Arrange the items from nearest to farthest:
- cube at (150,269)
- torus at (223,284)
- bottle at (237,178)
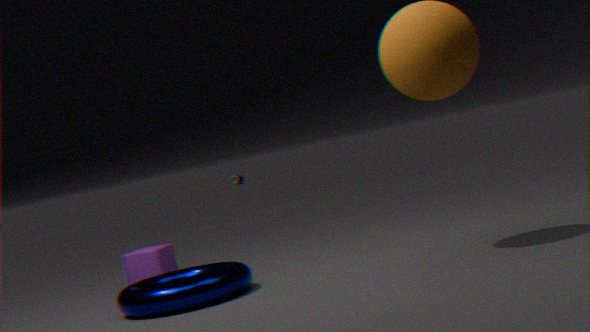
torus at (223,284), cube at (150,269), bottle at (237,178)
